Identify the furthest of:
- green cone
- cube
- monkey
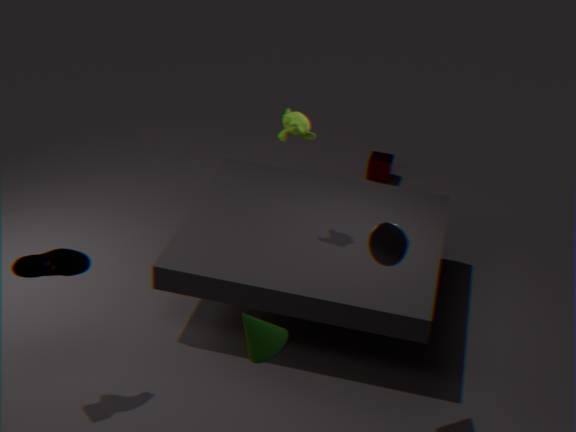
cube
